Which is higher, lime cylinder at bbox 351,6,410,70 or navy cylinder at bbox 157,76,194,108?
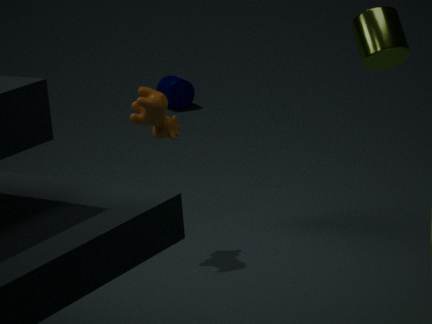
lime cylinder at bbox 351,6,410,70
